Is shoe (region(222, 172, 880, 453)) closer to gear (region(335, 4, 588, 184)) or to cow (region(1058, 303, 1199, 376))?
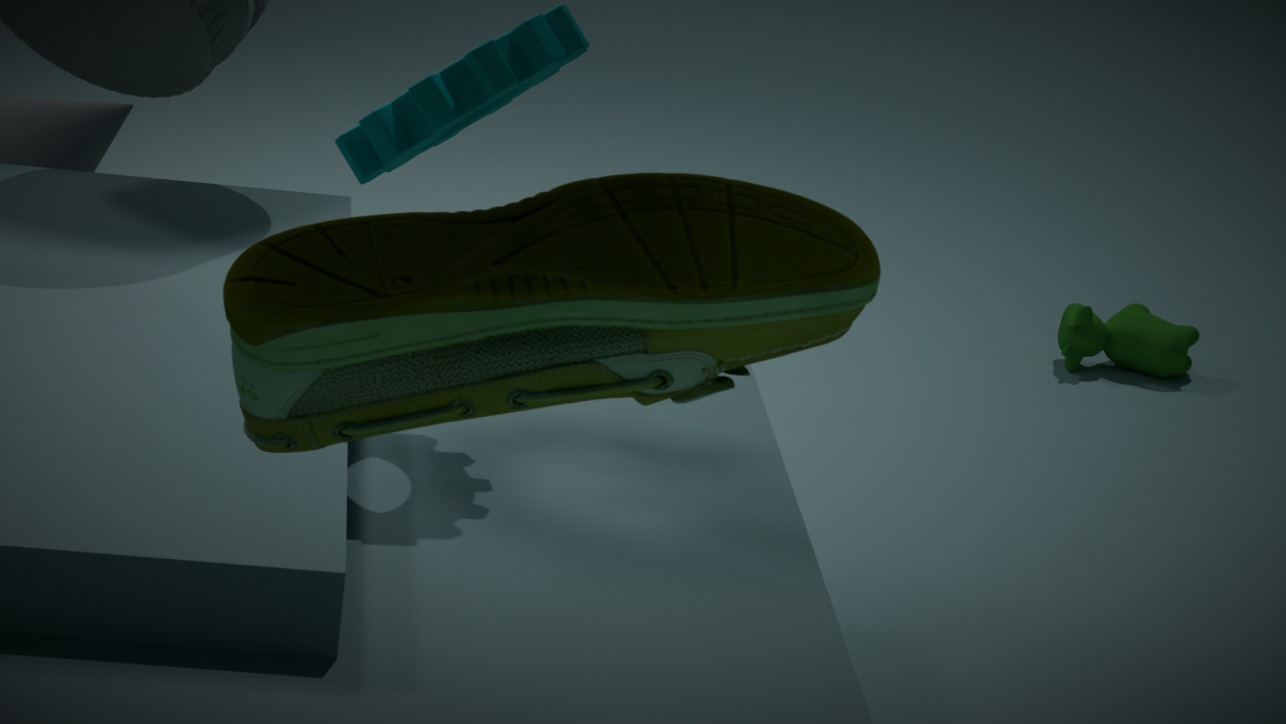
gear (region(335, 4, 588, 184))
